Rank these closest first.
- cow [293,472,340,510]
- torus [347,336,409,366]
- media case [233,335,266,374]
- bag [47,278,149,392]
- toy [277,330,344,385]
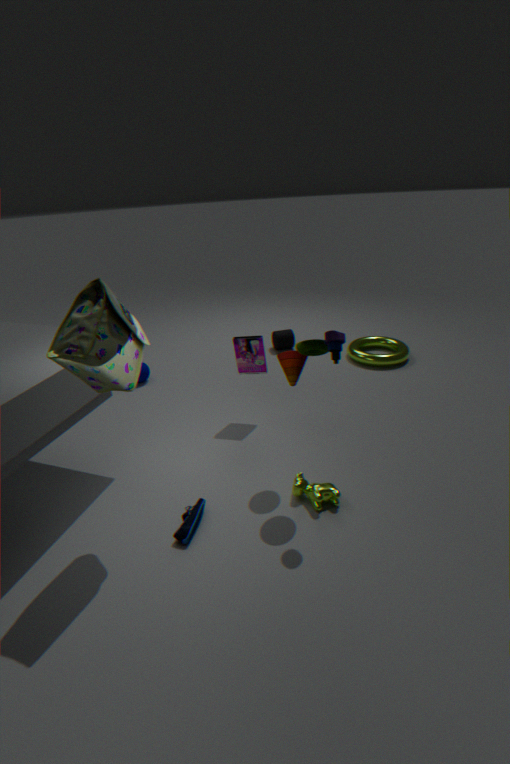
1. bag [47,278,149,392]
2. toy [277,330,344,385]
3. cow [293,472,340,510]
4. media case [233,335,266,374]
5. torus [347,336,409,366]
